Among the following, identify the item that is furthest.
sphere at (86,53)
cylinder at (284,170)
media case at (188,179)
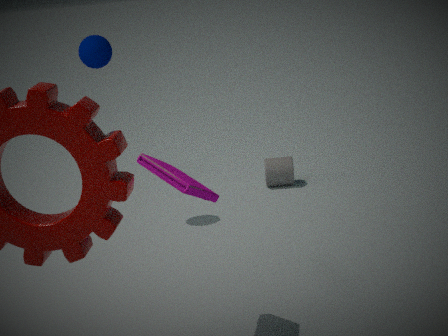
cylinder at (284,170)
